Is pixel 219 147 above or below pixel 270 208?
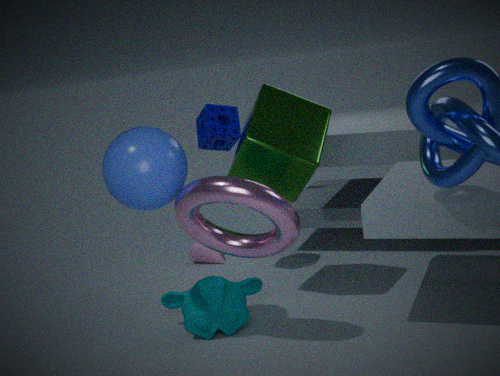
above
